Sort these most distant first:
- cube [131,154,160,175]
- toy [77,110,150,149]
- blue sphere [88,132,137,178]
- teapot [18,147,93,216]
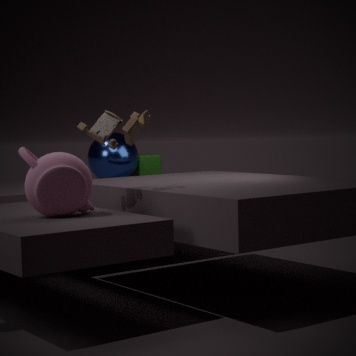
cube [131,154,160,175], blue sphere [88,132,137,178], toy [77,110,150,149], teapot [18,147,93,216]
